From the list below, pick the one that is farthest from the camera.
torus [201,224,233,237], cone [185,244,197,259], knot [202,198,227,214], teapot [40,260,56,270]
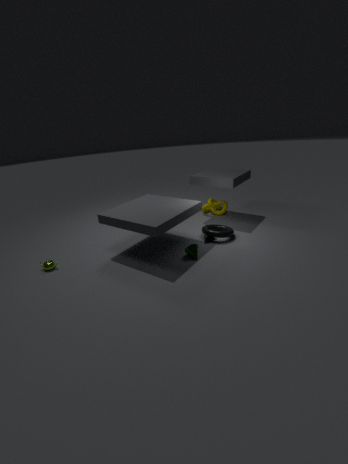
knot [202,198,227,214]
